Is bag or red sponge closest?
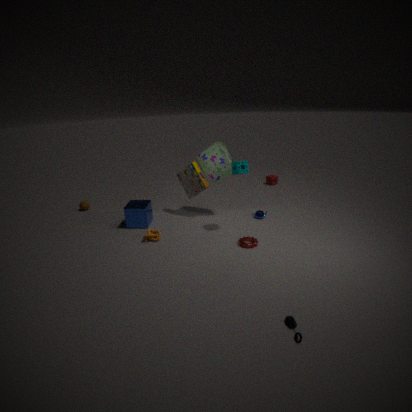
bag
